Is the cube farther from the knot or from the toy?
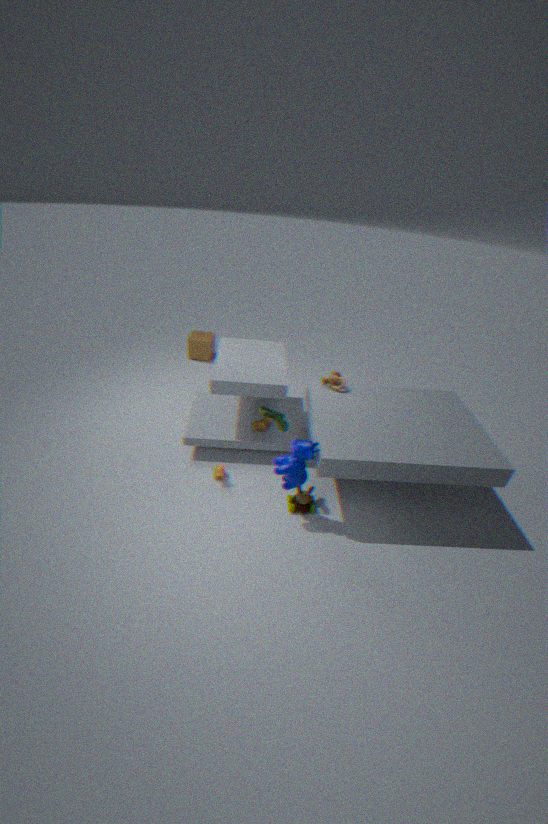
the toy
